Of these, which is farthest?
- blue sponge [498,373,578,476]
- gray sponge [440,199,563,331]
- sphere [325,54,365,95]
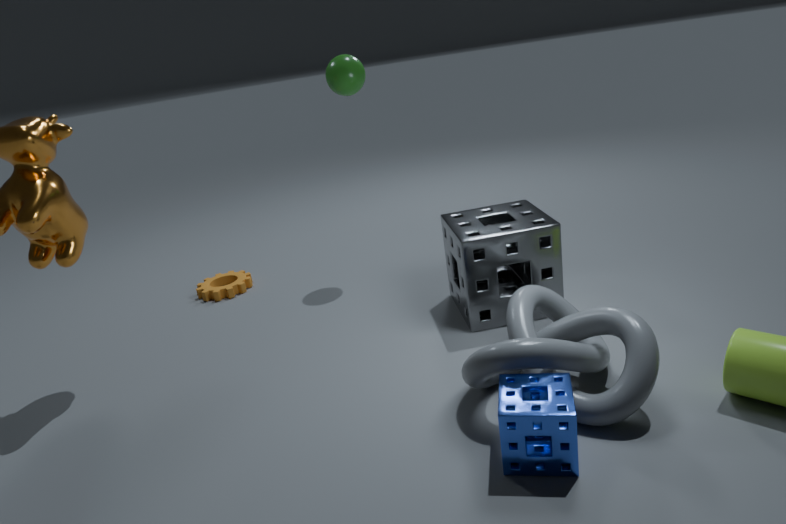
sphere [325,54,365,95]
